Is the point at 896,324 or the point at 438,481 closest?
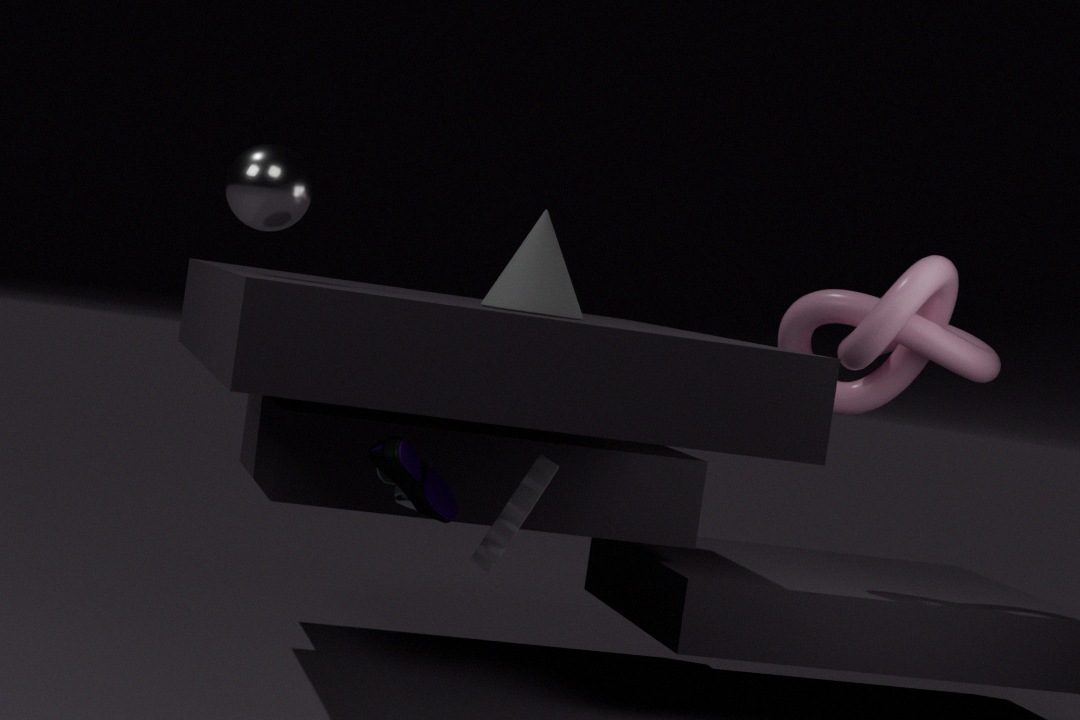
the point at 438,481
